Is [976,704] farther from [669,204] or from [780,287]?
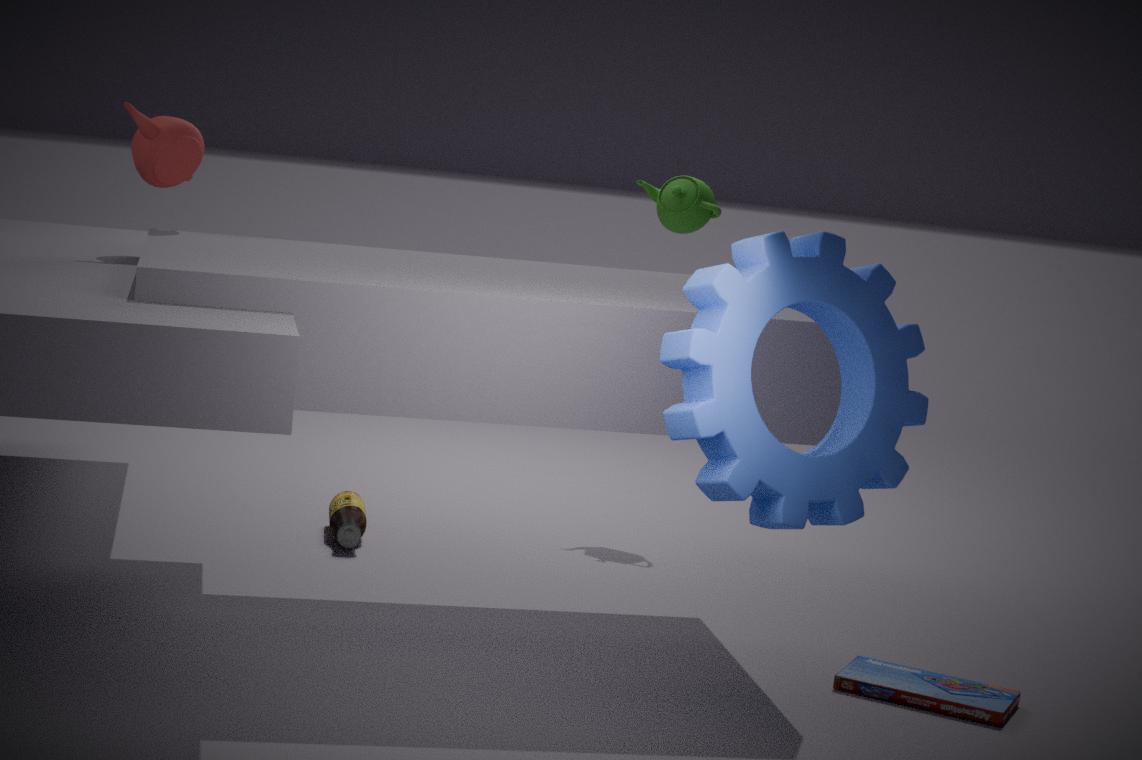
[669,204]
